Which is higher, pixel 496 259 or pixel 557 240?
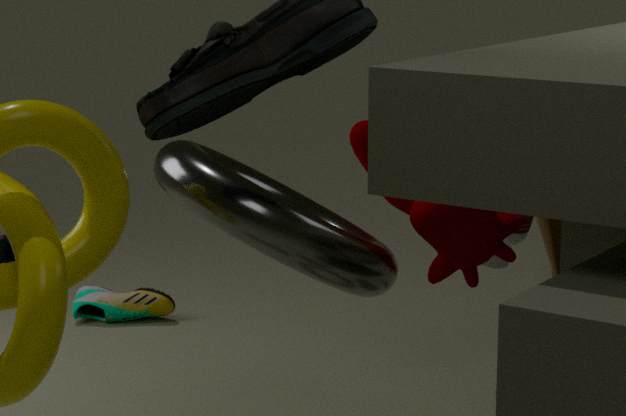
pixel 496 259
